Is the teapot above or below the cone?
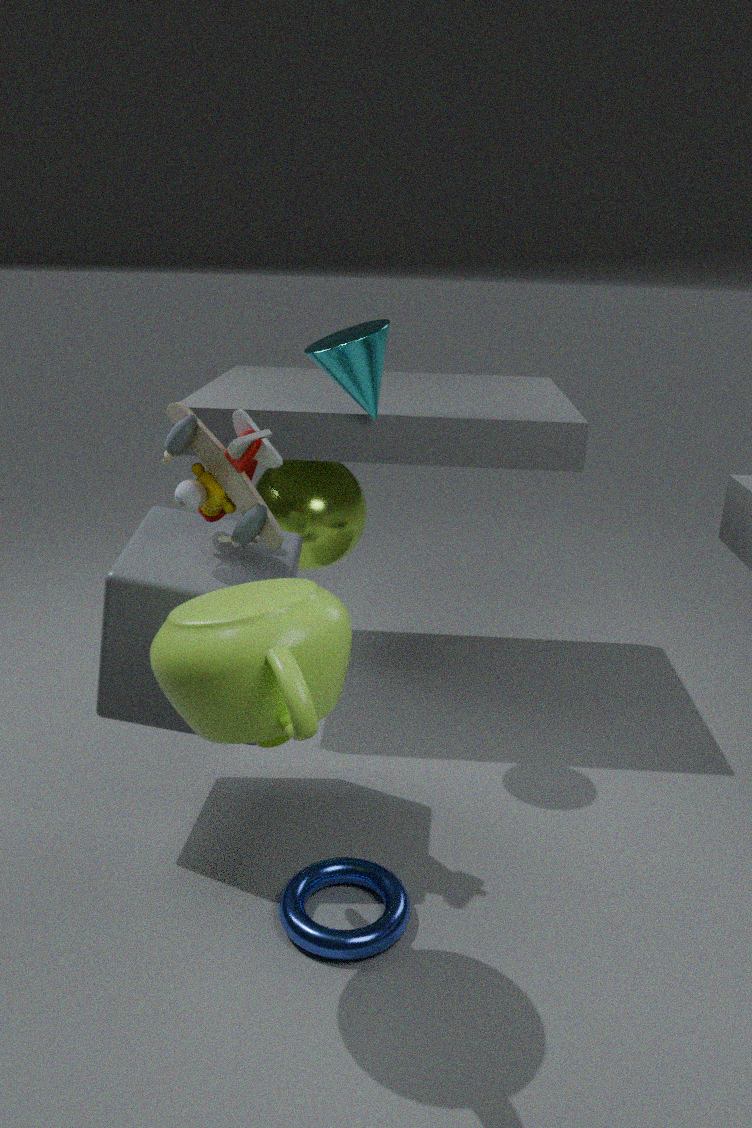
below
